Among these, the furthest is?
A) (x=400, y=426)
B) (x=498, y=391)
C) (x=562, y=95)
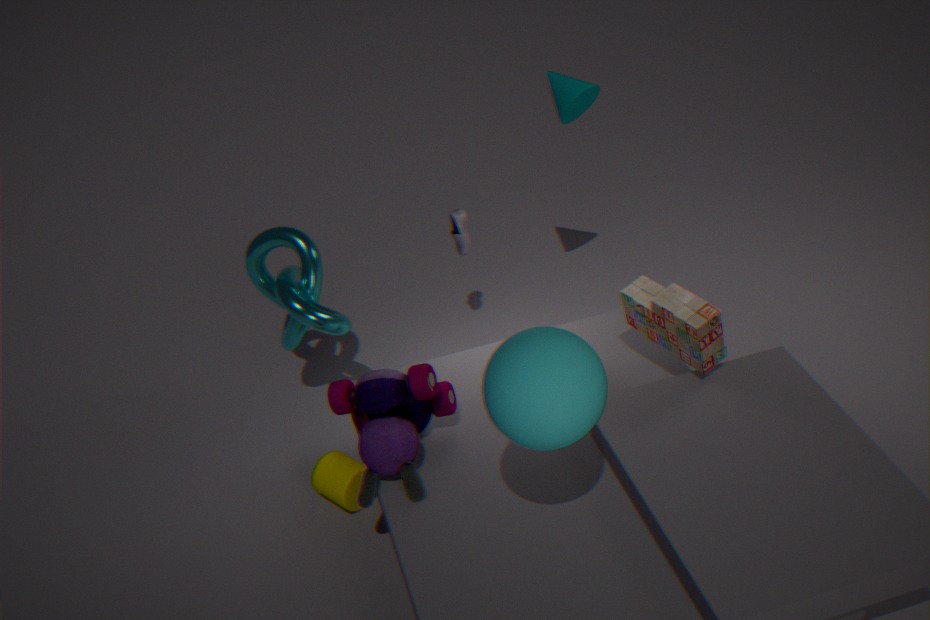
(x=562, y=95)
